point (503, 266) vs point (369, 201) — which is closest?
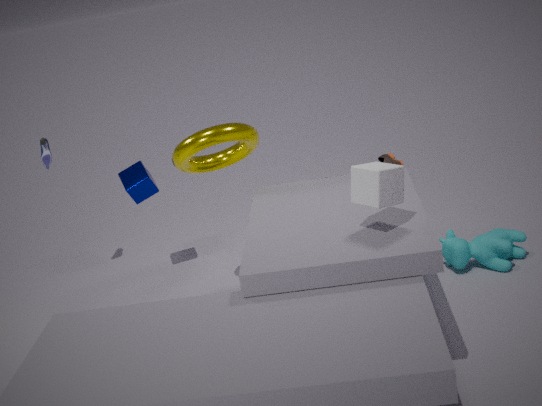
point (369, 201)
